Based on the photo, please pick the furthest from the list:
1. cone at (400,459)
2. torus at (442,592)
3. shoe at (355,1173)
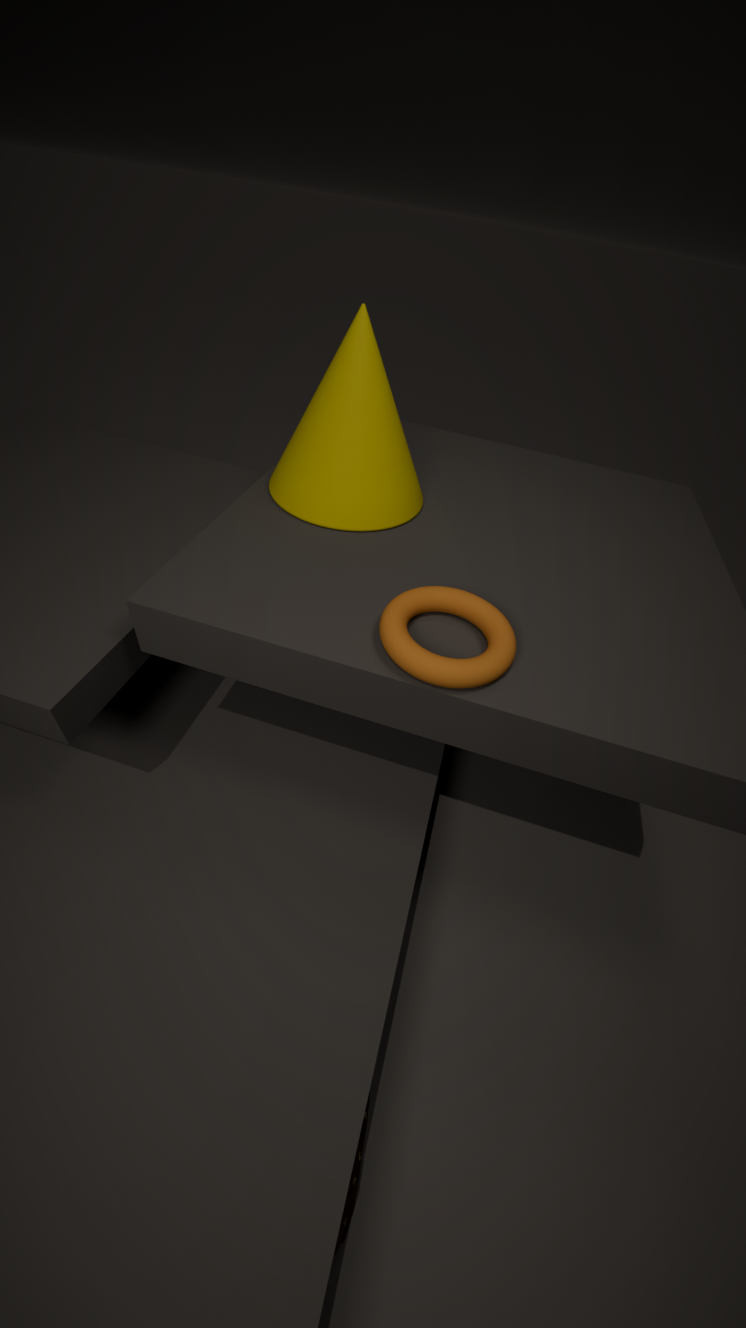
cone at (400,459)
